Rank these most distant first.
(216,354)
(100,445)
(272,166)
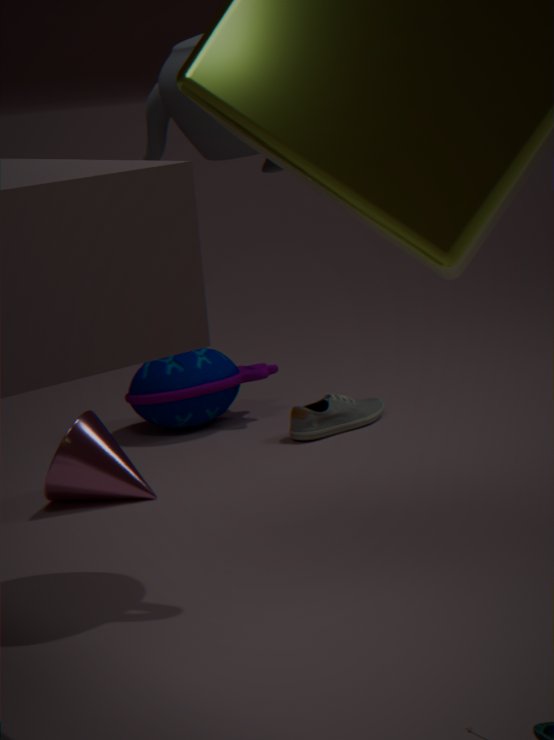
(216,354), (100,445), (272,166)
